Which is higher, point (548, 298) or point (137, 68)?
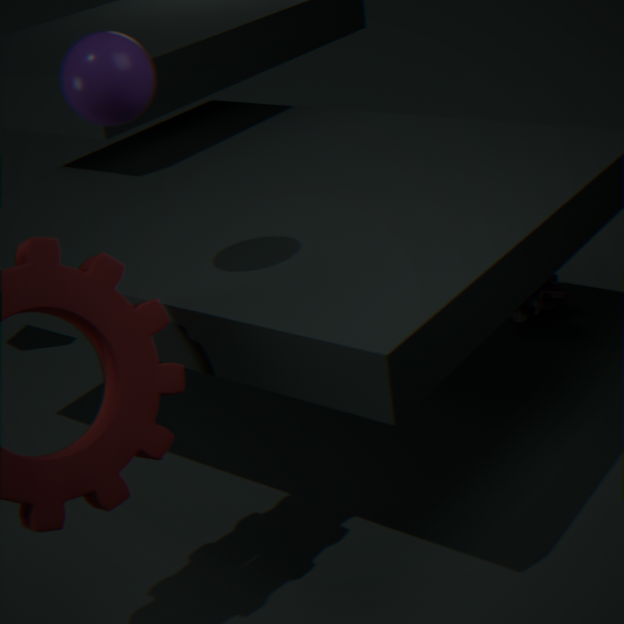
point (137, 68)
